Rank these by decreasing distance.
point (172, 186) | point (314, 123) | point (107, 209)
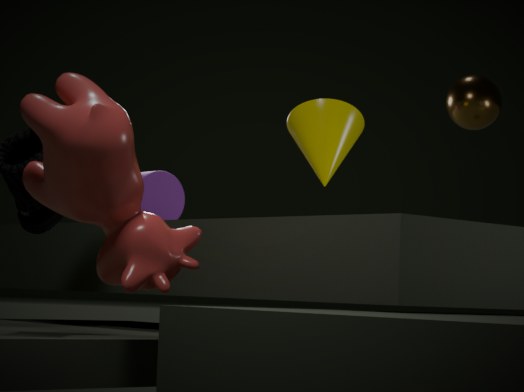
point (172, 186)
point (314, 123)
point (107, 209)
